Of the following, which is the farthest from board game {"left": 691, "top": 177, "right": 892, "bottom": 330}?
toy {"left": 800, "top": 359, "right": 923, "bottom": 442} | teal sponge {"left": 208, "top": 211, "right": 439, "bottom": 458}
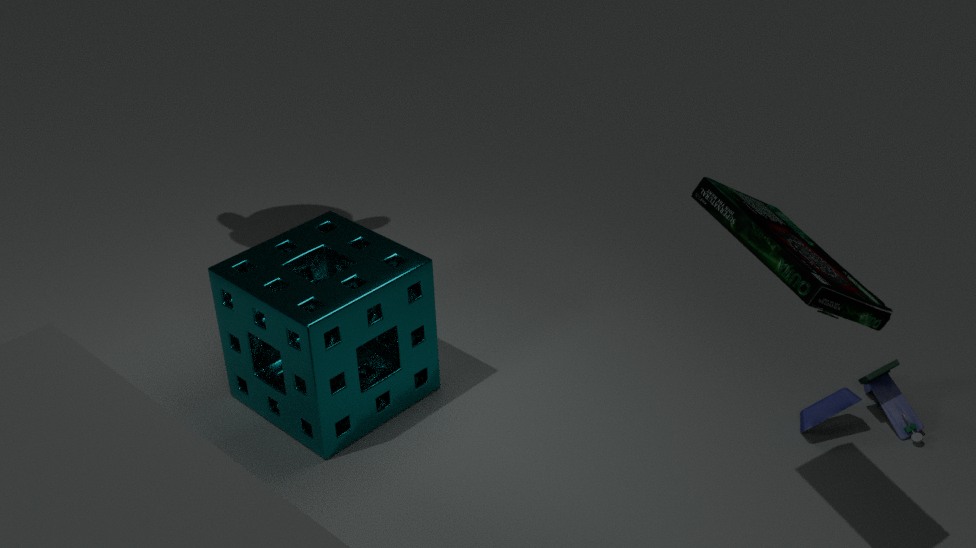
teal sponge {"left": 208, "top": 211, "right": 439, "bottom": 458}
